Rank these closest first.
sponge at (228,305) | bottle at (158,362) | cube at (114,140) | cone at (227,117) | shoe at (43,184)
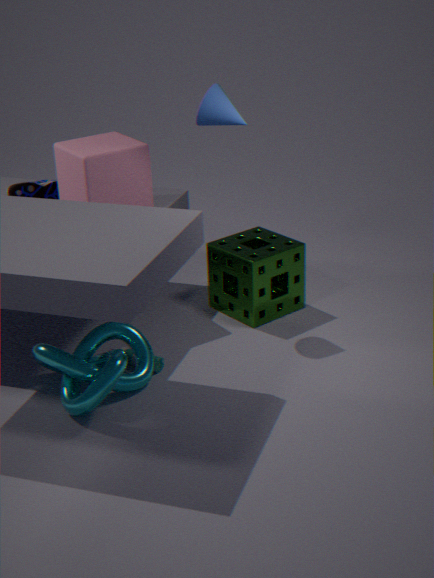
bottle at (158,362), cone at (227,117), cube at (114,140), sponge at (228,305), shoe at (43,184)
